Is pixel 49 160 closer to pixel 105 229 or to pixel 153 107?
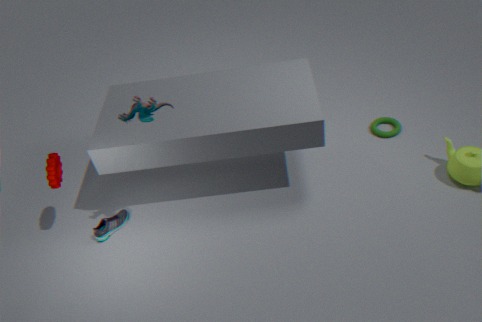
pixel 105 229
